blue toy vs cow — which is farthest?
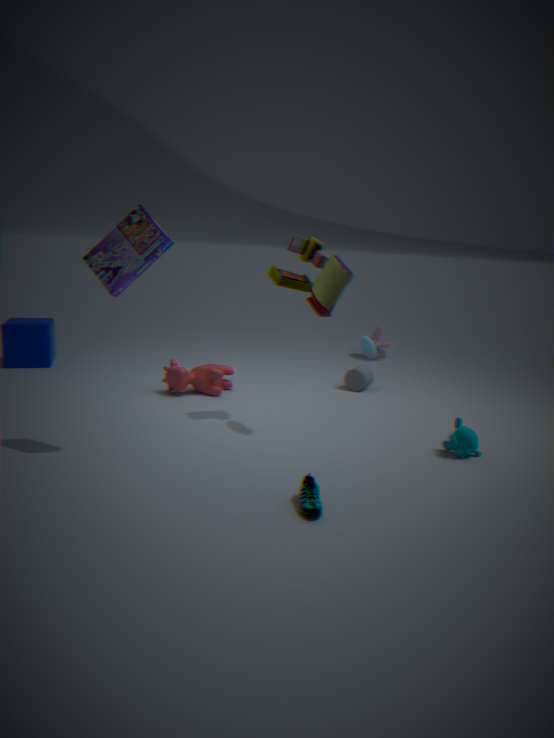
blue toy
